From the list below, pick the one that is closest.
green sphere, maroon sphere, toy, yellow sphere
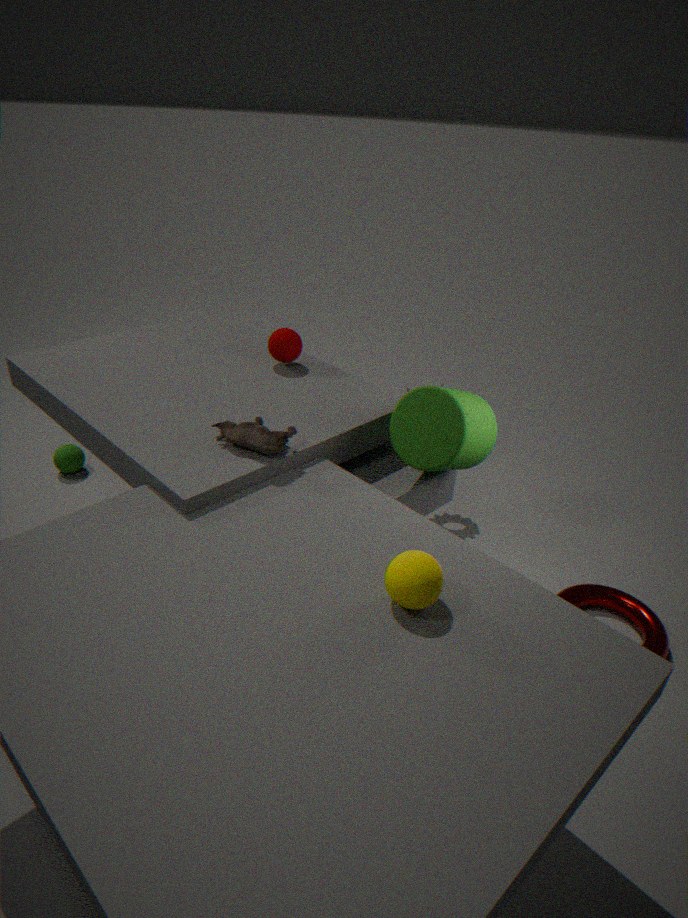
yellow sphere
